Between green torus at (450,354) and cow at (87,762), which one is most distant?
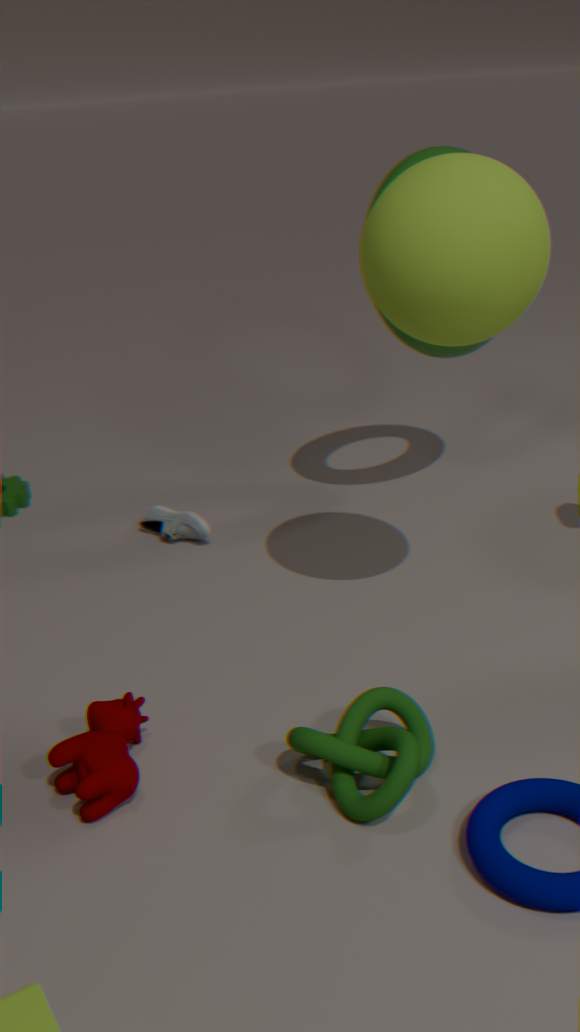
green torus at (450,354)
